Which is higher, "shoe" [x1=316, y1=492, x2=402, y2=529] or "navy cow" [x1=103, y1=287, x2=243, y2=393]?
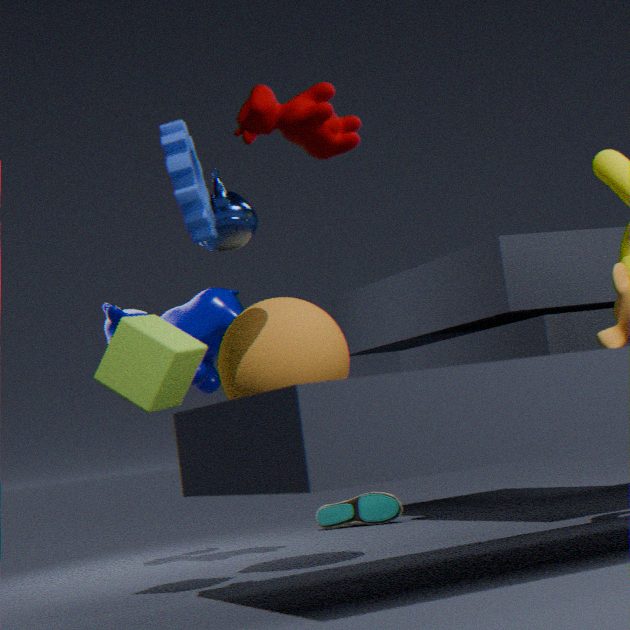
"navy cow" [x1=103, y1=287, x2=243, y2=393]
